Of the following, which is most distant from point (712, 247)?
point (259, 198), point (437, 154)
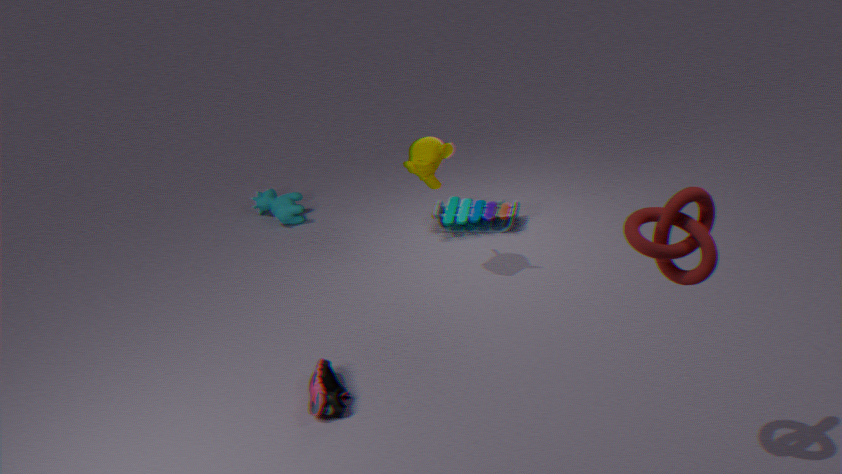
point (259, 198)
